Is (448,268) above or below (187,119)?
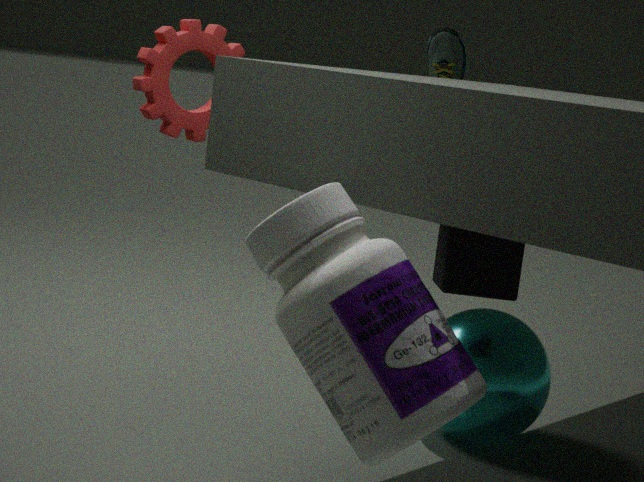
below
